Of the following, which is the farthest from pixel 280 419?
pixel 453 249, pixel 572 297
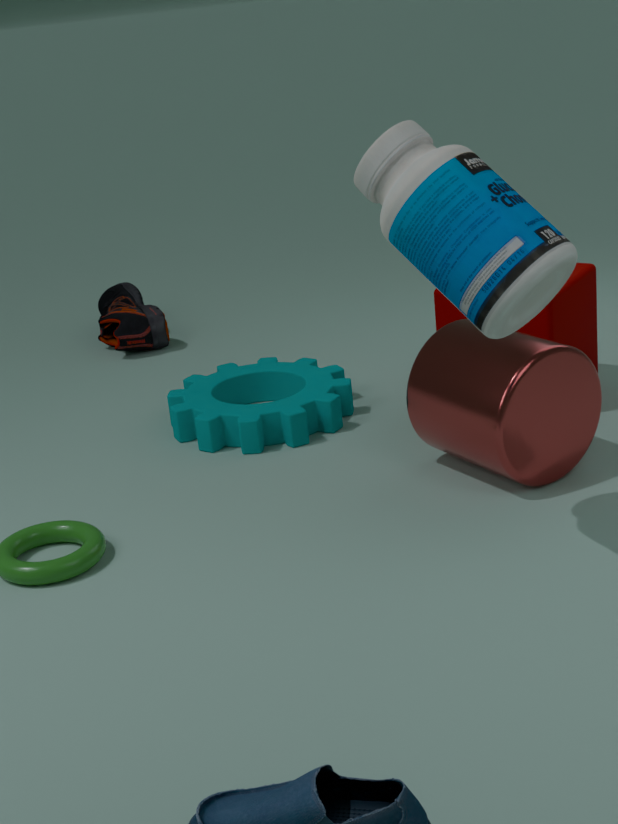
pixel 453 249
